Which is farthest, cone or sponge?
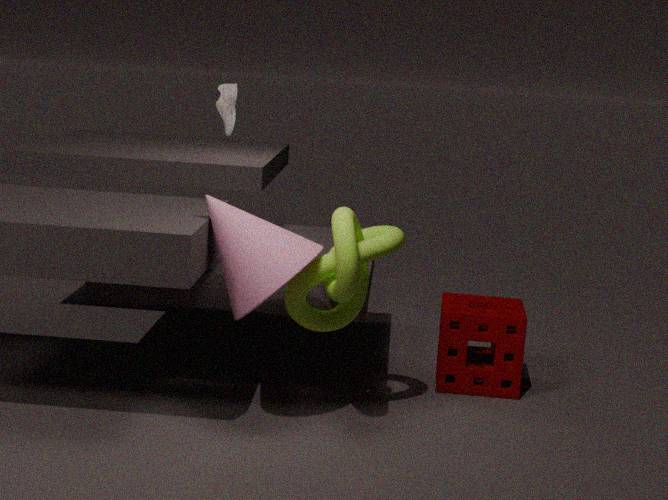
sponge
